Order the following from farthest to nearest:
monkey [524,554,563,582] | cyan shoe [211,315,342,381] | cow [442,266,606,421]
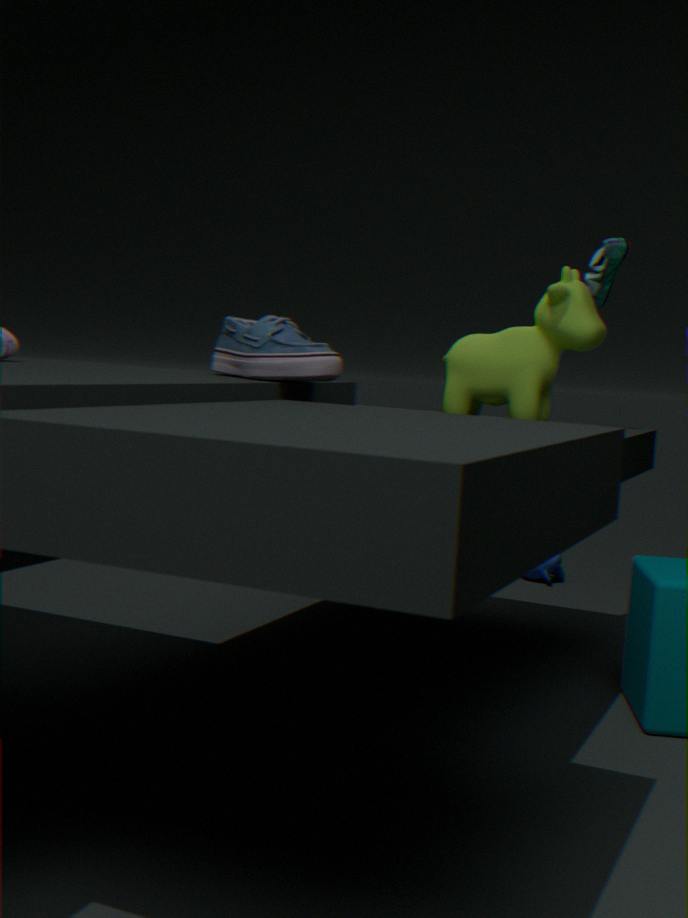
monkey [524,554,563,582] < cow [442,266,606,421] < cyan shoe [211,315,342,381]
